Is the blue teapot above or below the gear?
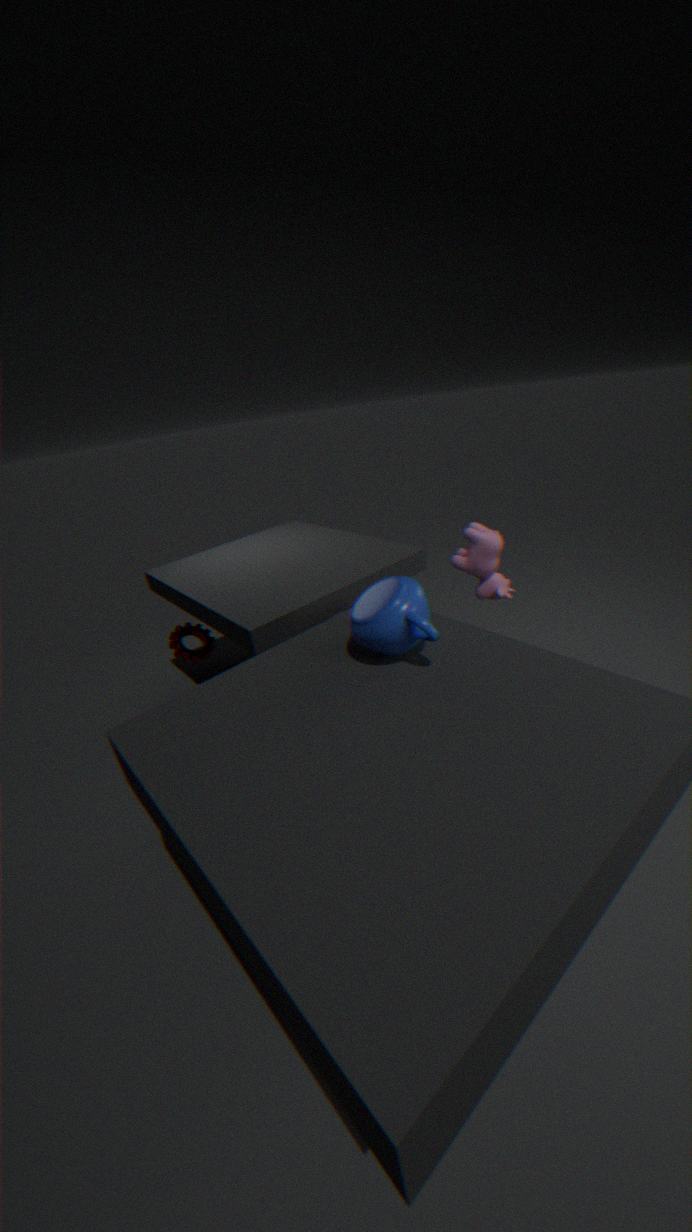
above
